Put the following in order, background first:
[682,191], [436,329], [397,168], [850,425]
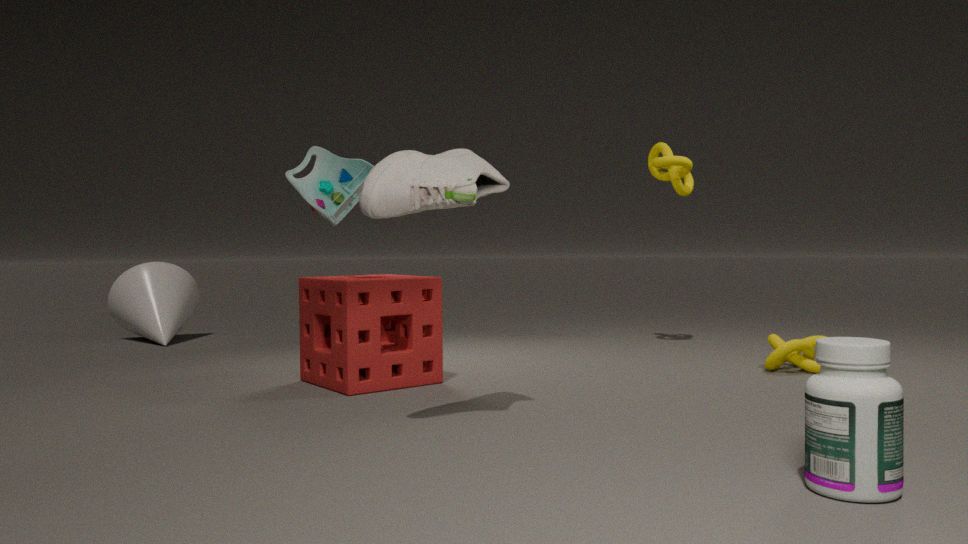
[682,191] < [436,329] < [397,168] < [850,425]
